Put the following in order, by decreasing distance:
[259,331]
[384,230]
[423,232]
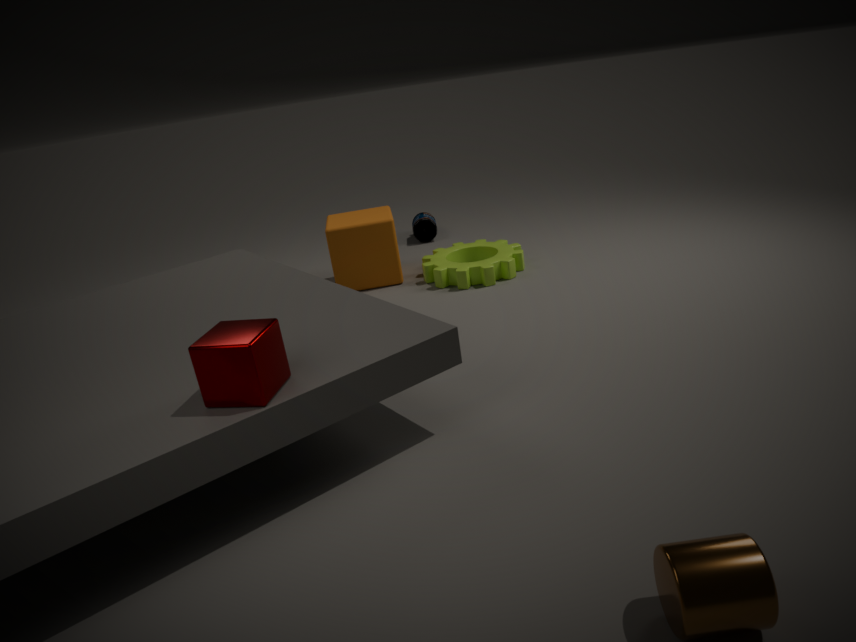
1. [423,232]
2. [384,230]
3. [259,331]
